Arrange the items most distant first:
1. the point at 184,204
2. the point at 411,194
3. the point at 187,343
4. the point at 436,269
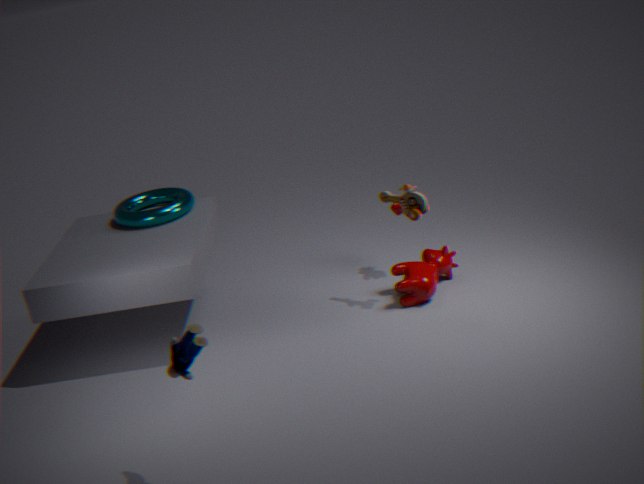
1. the point at 184,204
2. the point at 436,269
3. the point at 411,194
4. the point at 187,343
